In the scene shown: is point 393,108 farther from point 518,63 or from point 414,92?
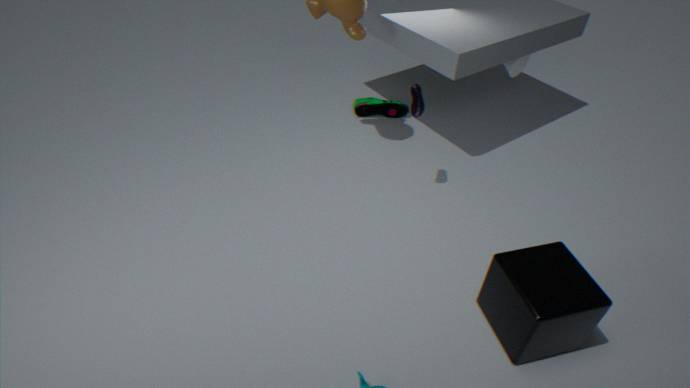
point 518,63
